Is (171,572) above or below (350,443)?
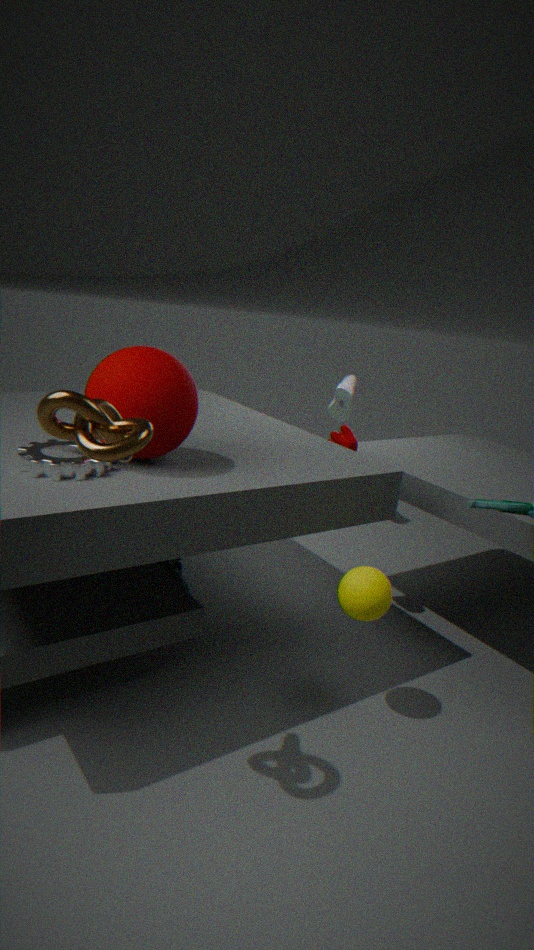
below
